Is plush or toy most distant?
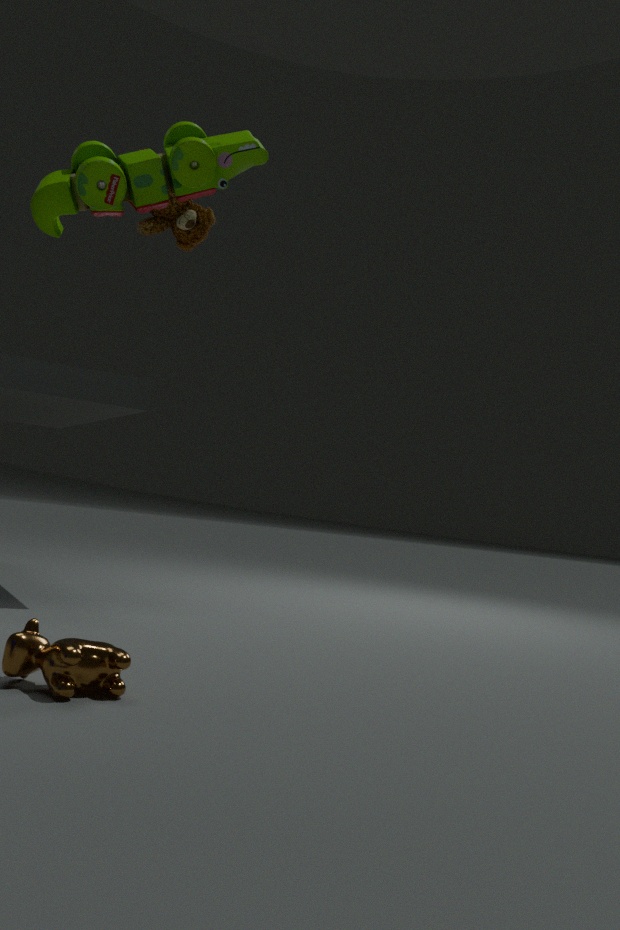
plush
